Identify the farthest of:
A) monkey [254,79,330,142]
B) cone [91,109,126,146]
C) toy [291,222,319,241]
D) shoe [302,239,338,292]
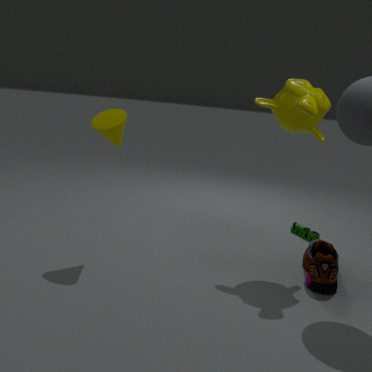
toy [291,222,319,241]
